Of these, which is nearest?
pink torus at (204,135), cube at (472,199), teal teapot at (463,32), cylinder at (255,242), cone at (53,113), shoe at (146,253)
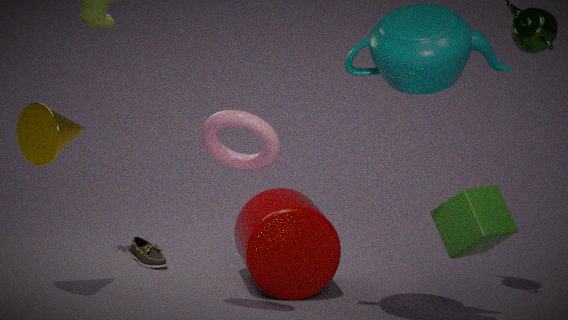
teal teapot at (463,32)
